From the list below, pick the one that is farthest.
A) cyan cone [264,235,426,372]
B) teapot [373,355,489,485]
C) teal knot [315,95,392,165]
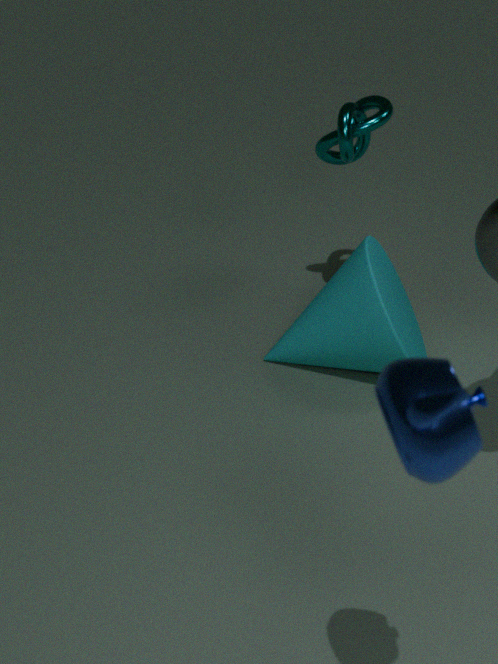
C. teal knot [315,95,392,165]
